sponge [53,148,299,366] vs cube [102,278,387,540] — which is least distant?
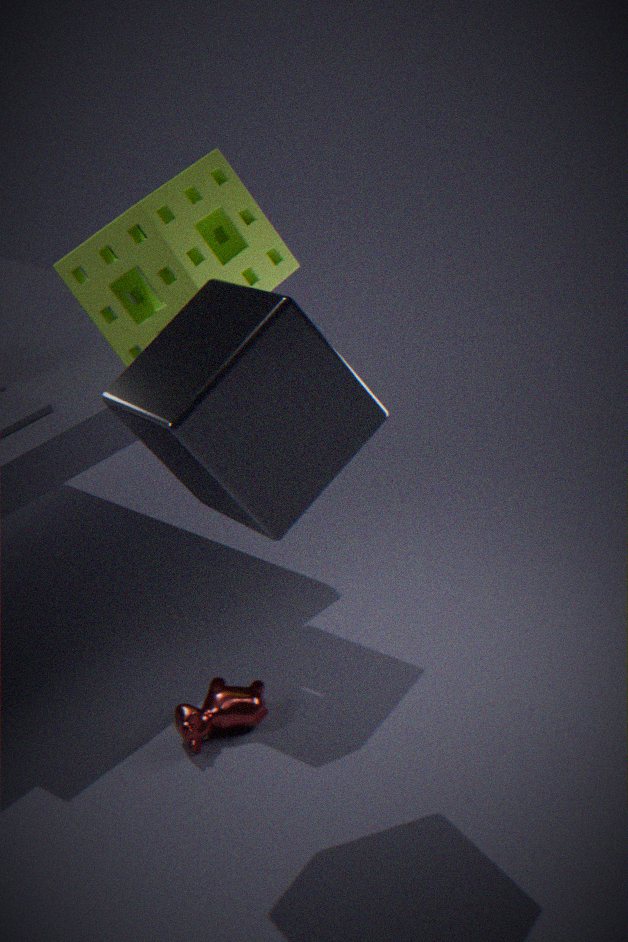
cube [102,278,387,540]
